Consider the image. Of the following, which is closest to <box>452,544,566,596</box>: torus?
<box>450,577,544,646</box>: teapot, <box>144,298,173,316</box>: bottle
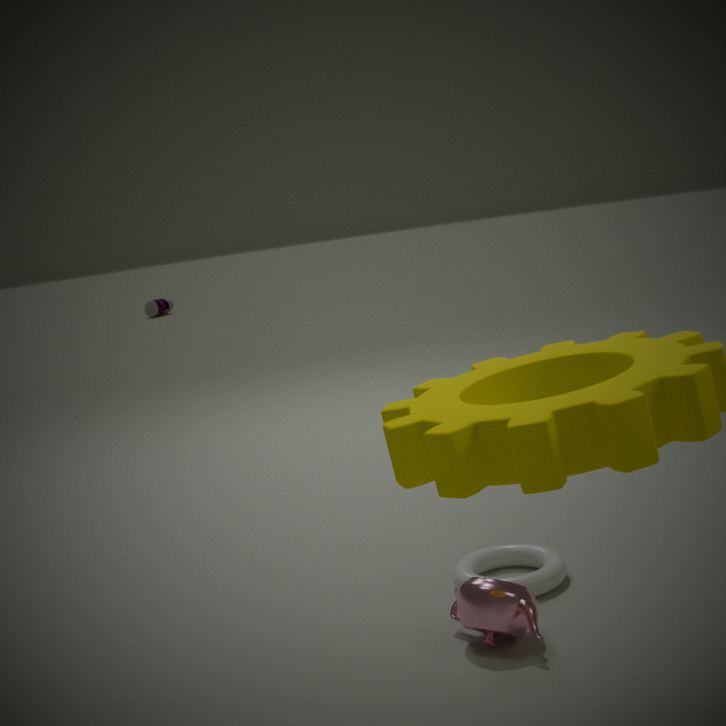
<box>450,577,544,646</box>: teapot
